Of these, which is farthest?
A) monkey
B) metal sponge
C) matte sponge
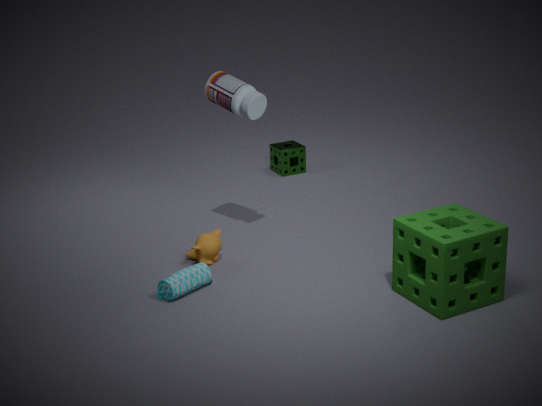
metal sponge
